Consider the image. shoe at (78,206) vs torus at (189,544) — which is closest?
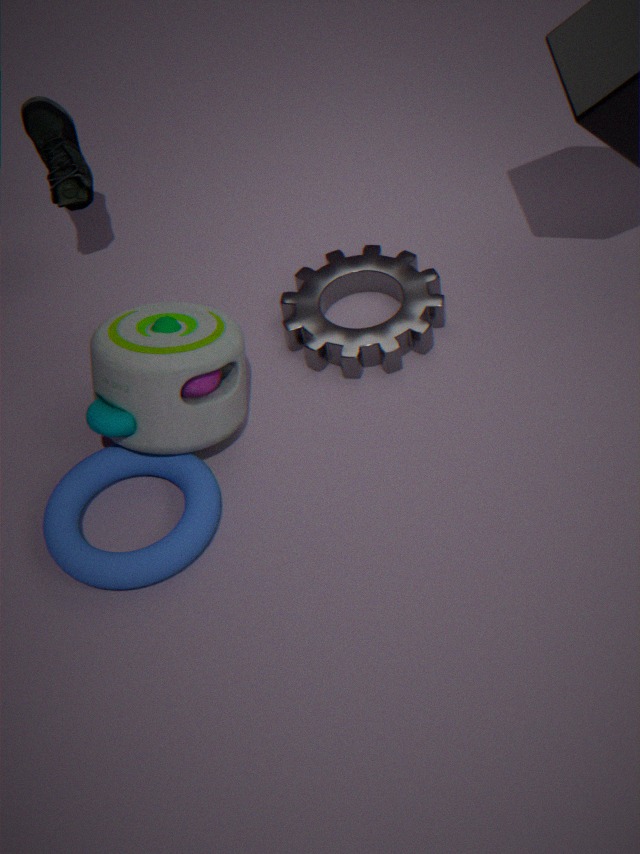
torus at (189,544)
